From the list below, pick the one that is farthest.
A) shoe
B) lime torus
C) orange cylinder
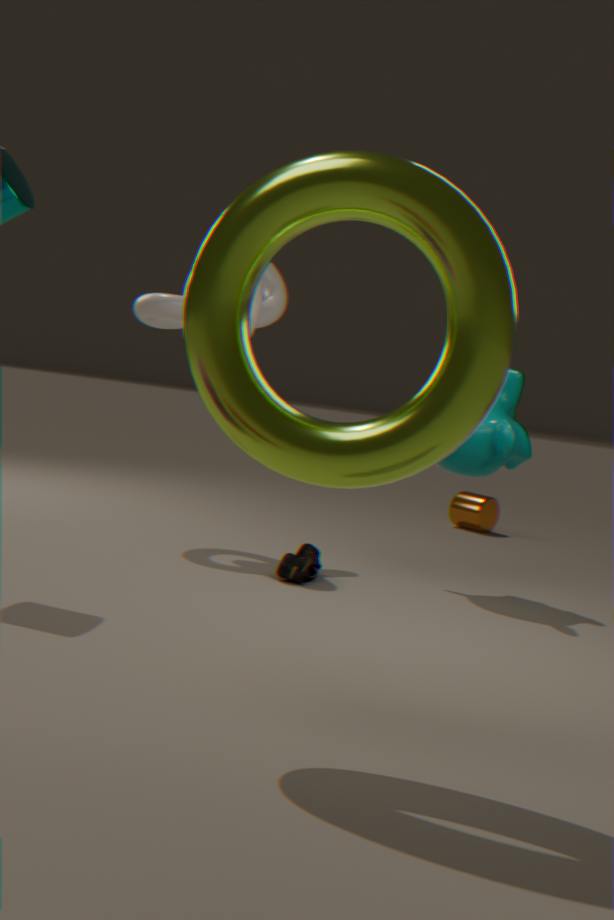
orange cylinder
